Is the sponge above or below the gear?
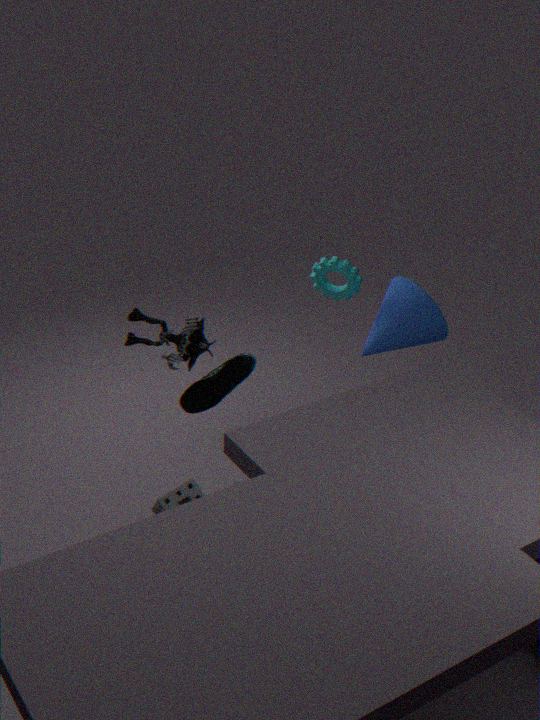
below
